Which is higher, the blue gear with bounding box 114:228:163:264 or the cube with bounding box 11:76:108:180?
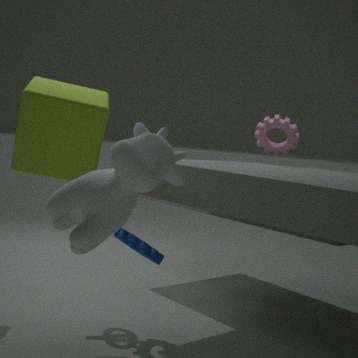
the cube with bounding box 11:76:108:180
